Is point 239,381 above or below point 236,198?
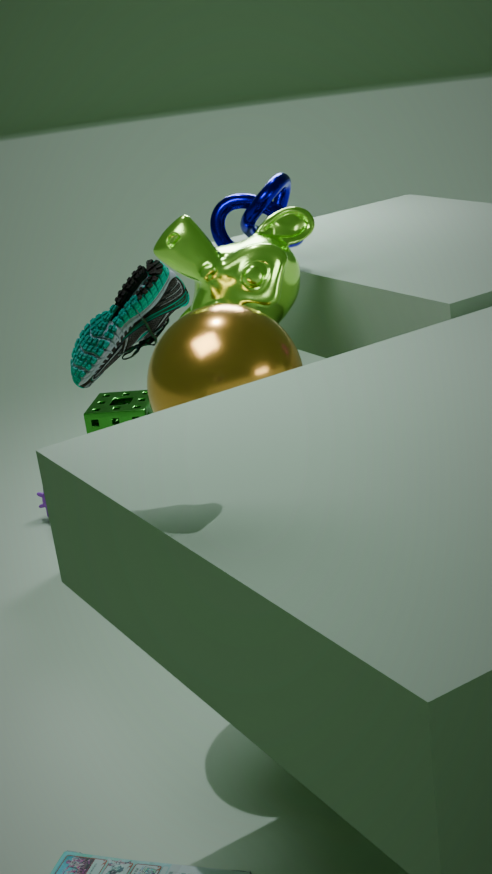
below
